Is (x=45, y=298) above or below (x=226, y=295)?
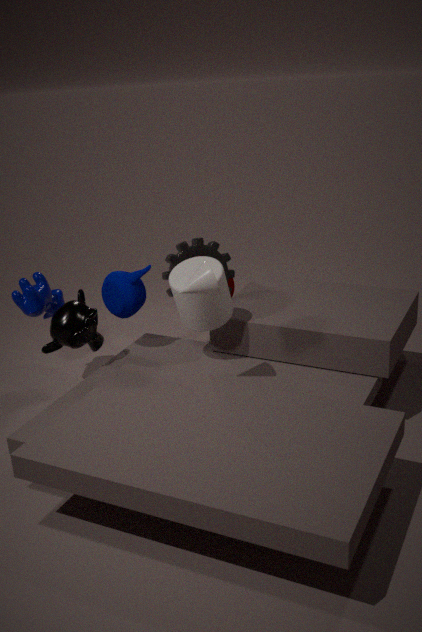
below
